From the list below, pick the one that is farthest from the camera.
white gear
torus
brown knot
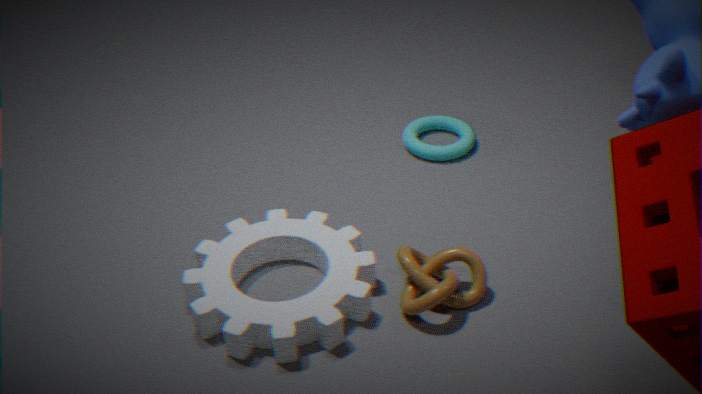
torus
